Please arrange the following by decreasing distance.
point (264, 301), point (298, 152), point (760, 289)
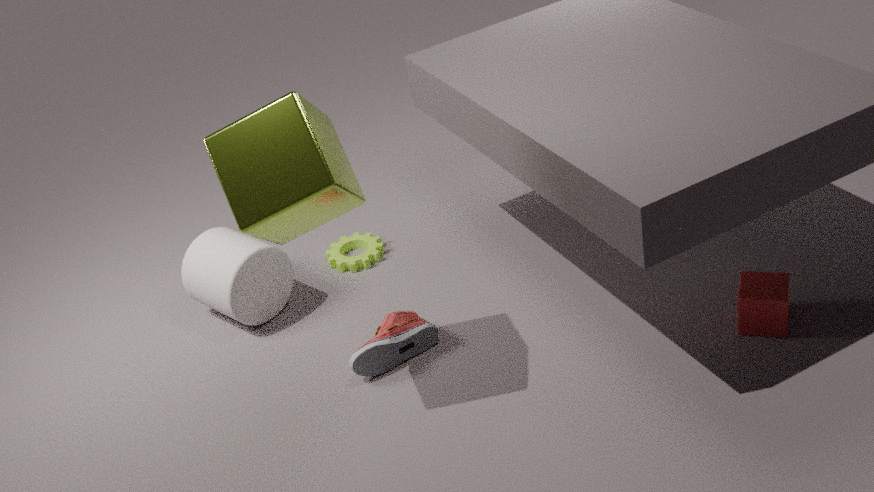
point (264, 301), point (760, 289), point (298, 152)
